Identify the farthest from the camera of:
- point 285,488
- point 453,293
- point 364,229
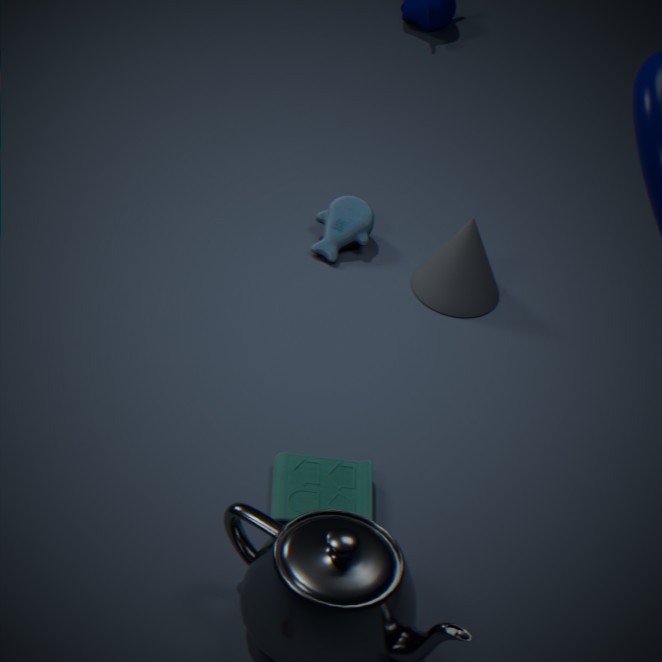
point 364,229
